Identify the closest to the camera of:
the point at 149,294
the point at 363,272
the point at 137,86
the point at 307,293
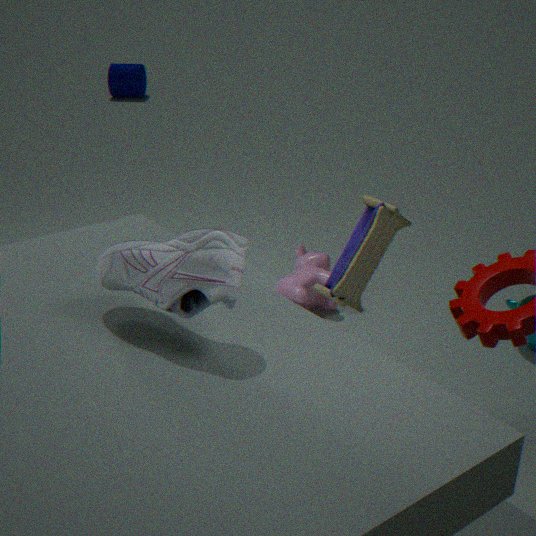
the point at 149,294
